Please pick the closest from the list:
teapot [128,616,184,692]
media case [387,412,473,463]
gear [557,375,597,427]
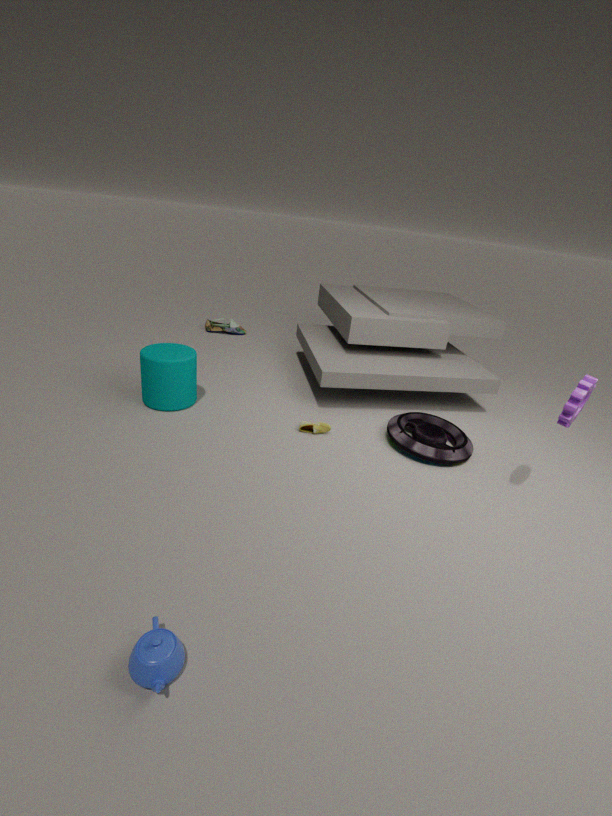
teapot [128,616,184,692]
